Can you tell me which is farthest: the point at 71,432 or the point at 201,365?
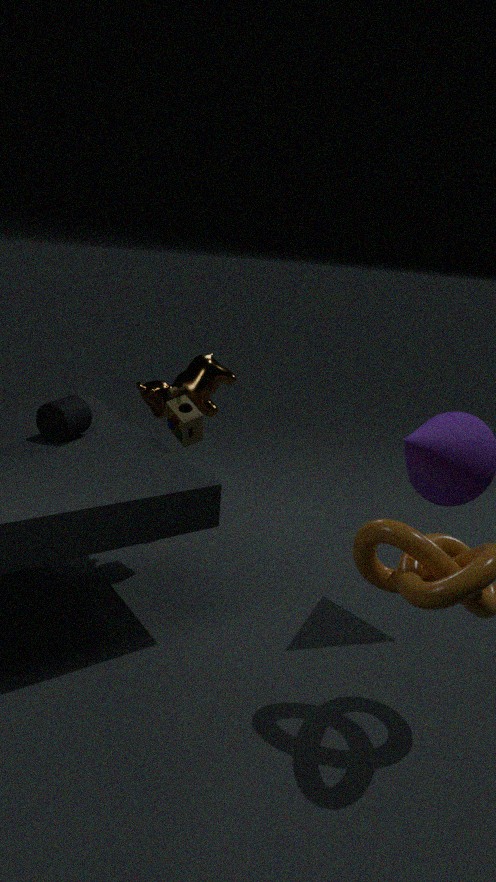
the point at 201,365
